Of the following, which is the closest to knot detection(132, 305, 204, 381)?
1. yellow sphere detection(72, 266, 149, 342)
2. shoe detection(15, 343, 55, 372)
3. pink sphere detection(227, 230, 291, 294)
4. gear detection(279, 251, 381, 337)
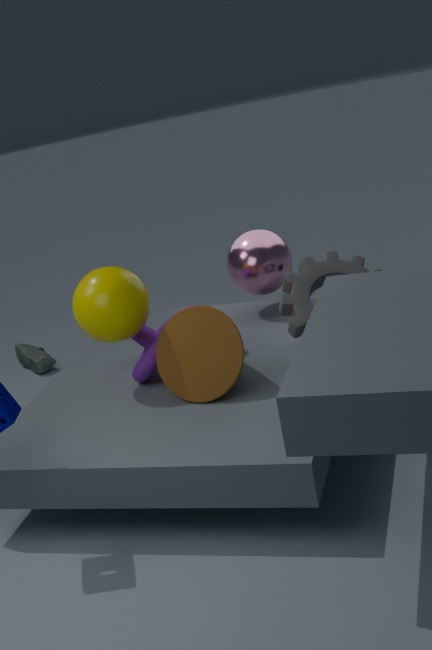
yellow sphere detection(72, 266, 149, 342)
